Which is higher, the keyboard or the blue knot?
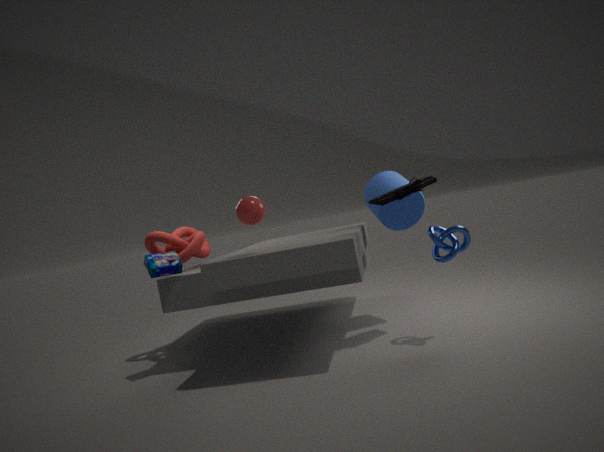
the keyboard
